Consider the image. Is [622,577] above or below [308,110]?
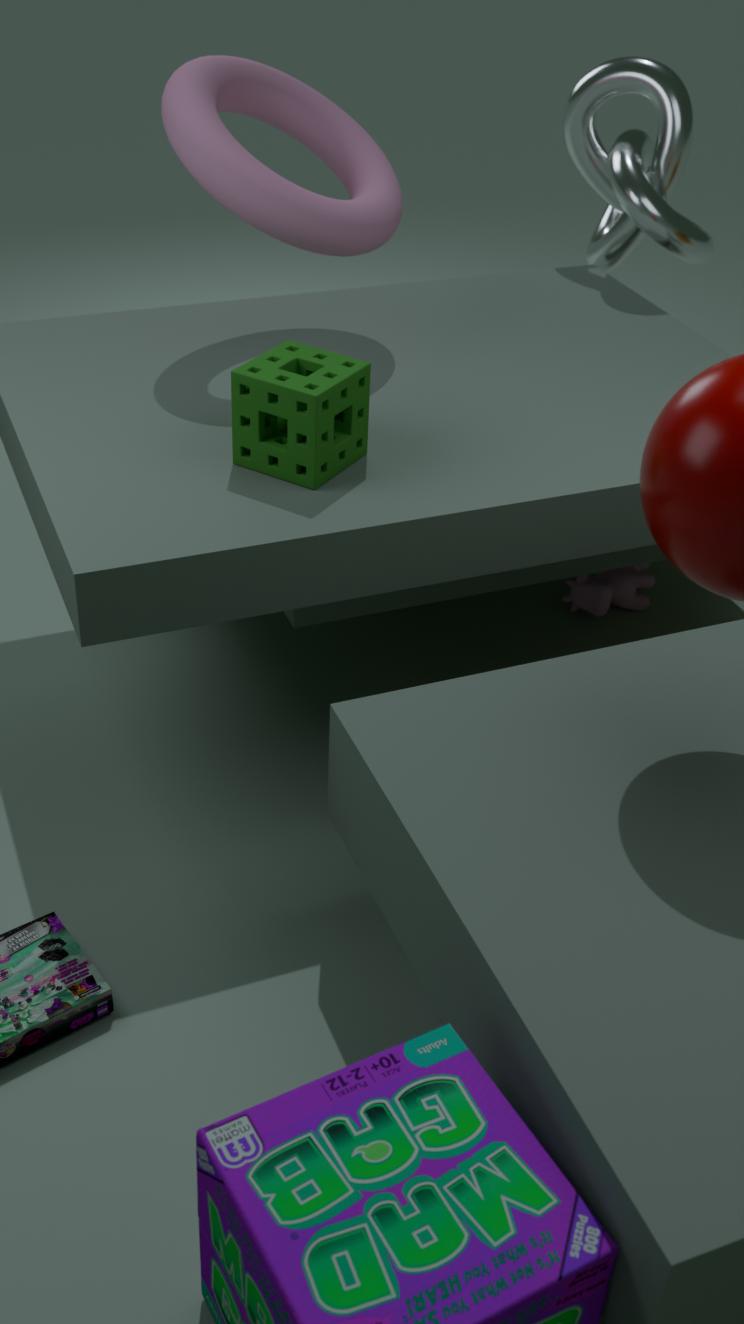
→ below
